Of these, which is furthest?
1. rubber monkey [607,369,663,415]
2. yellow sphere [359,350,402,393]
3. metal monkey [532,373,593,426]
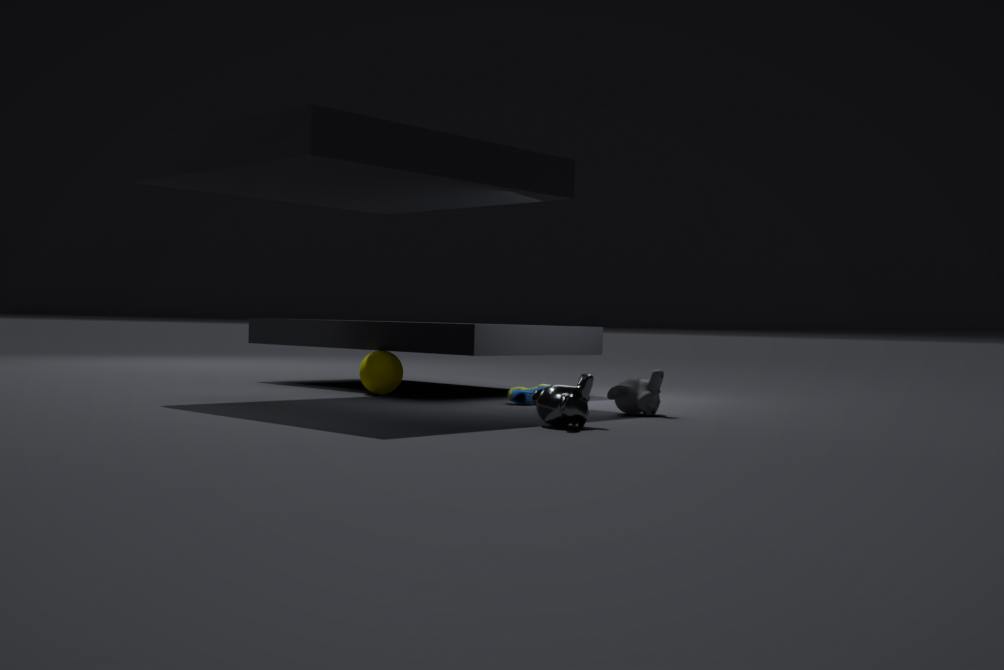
yellow sphere [359,350,402,393]
